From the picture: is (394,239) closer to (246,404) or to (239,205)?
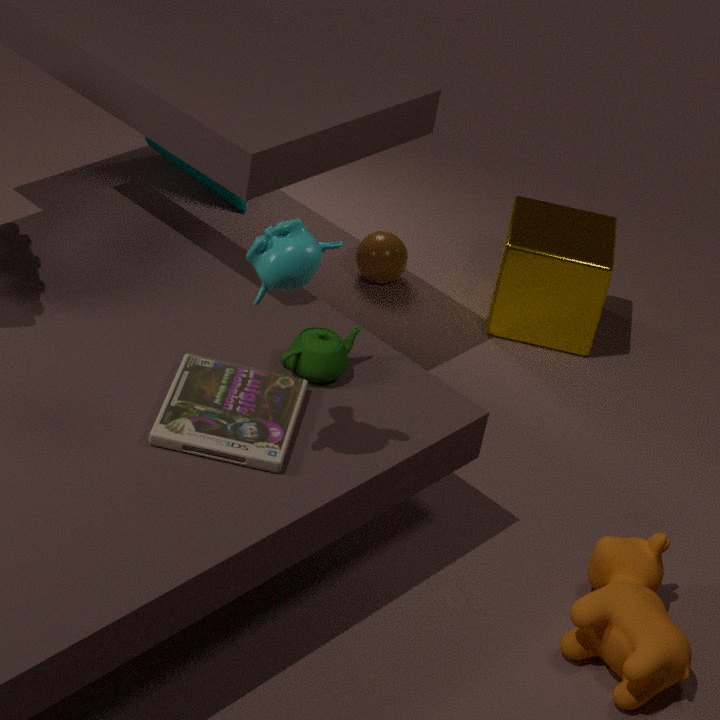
(239,205)
